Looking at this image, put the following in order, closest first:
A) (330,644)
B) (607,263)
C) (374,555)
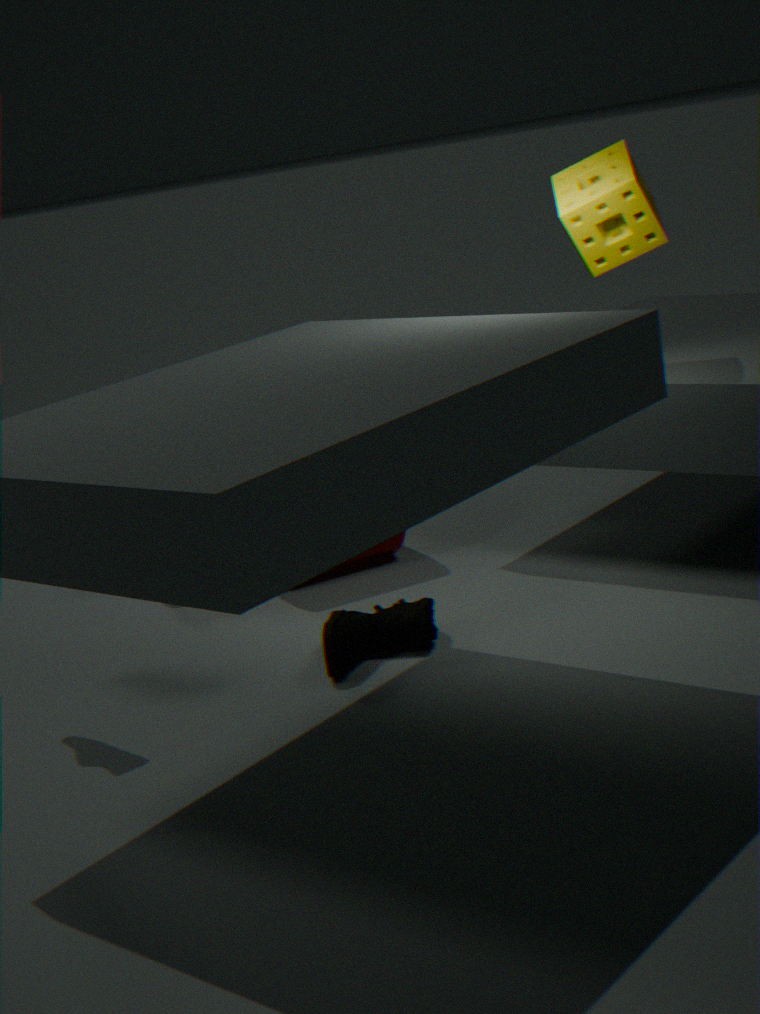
(330,644) → (607,263) → (374,555)
